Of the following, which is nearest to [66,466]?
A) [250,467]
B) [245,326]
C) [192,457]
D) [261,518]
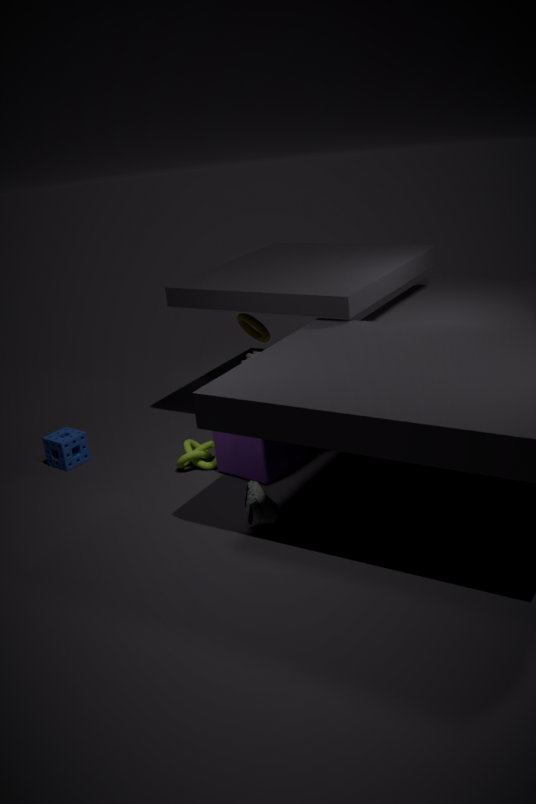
[192,457]
